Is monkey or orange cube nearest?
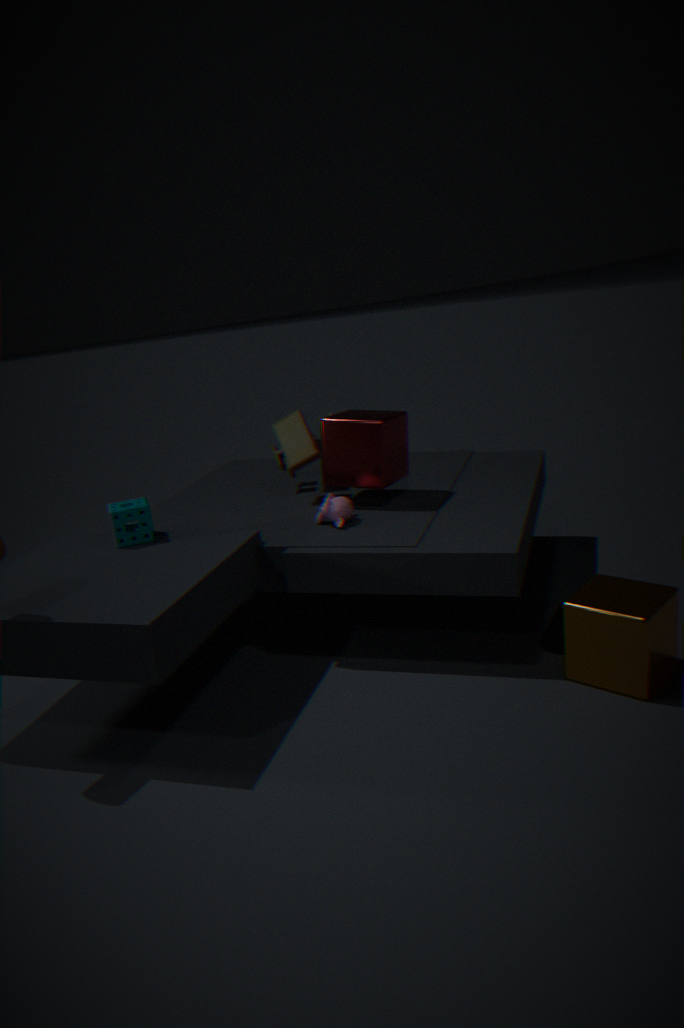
orange cube
